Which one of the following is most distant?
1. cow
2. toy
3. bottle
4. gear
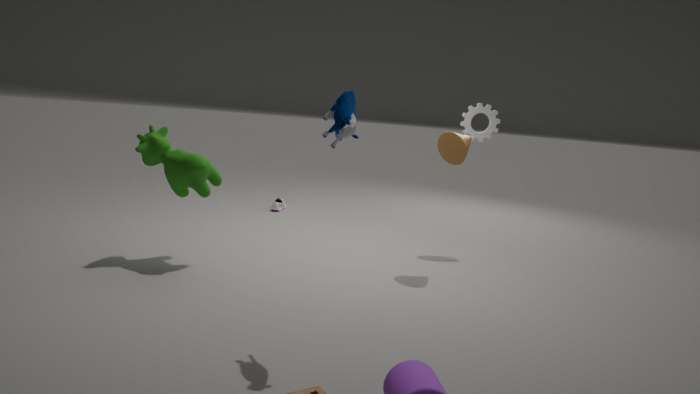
bottle
